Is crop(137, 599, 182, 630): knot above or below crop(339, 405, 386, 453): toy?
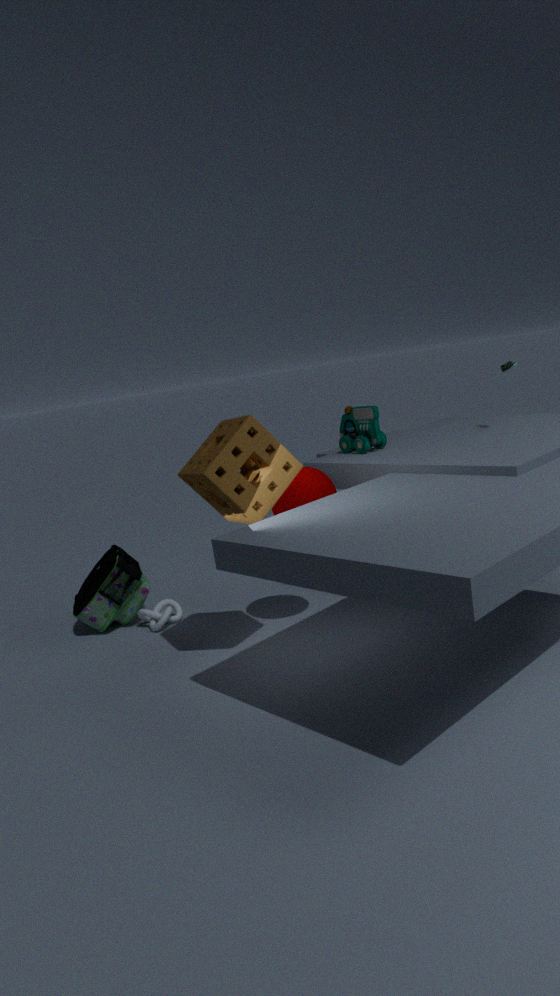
below
